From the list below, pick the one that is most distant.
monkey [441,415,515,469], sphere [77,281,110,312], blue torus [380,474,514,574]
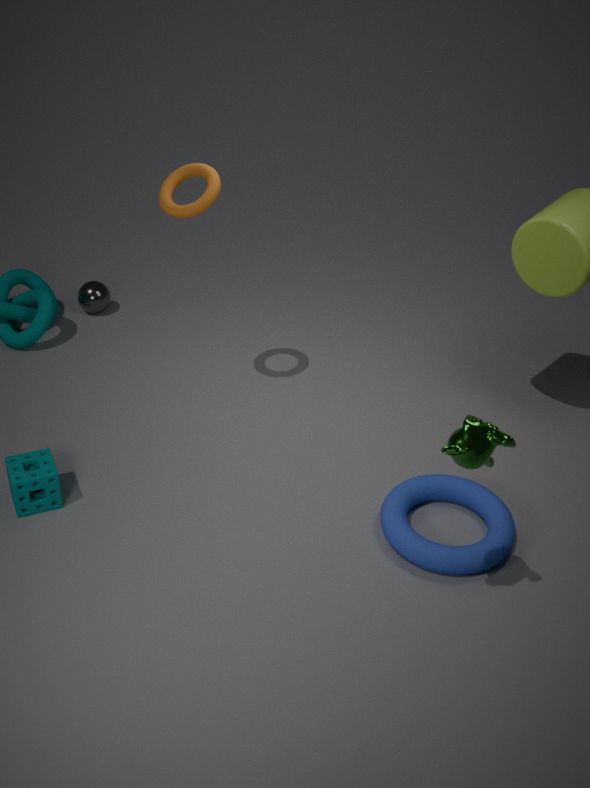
sphere [77,281,110,312]
